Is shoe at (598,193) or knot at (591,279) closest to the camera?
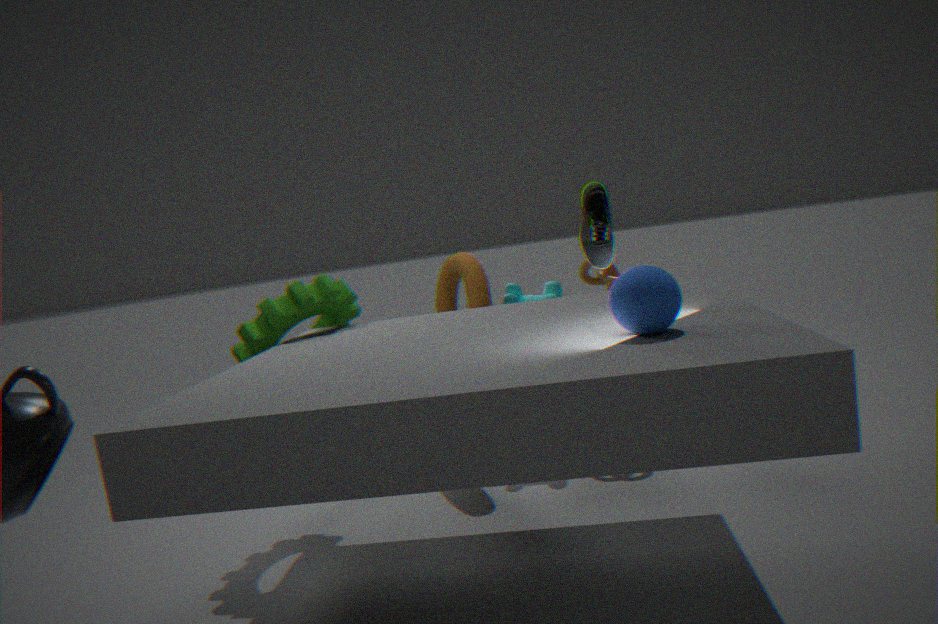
shoe at (598,193)
